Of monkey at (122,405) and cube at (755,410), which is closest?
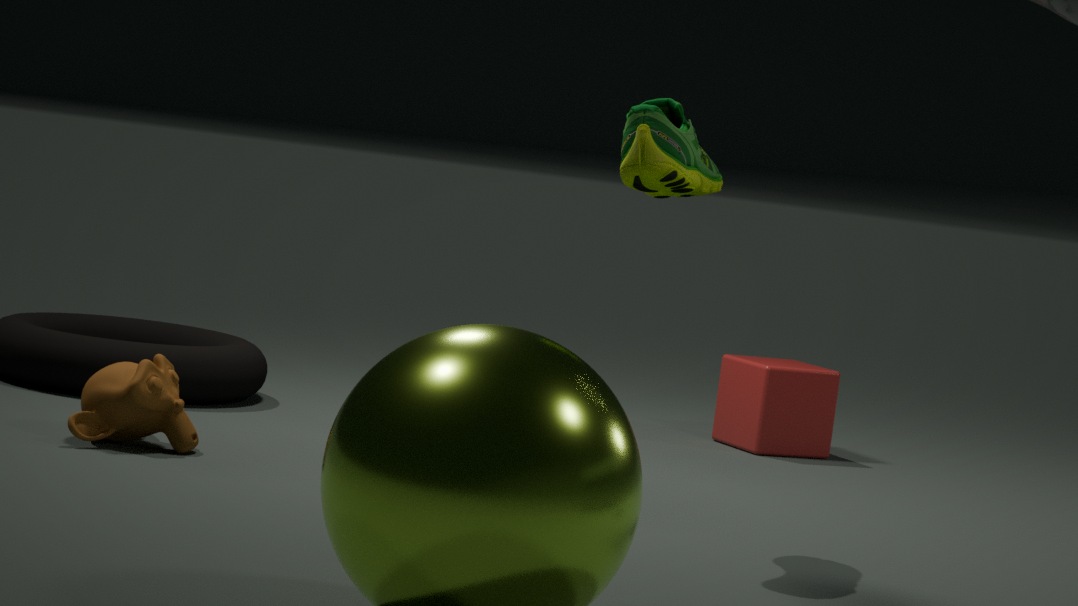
monkey at (122,405)
